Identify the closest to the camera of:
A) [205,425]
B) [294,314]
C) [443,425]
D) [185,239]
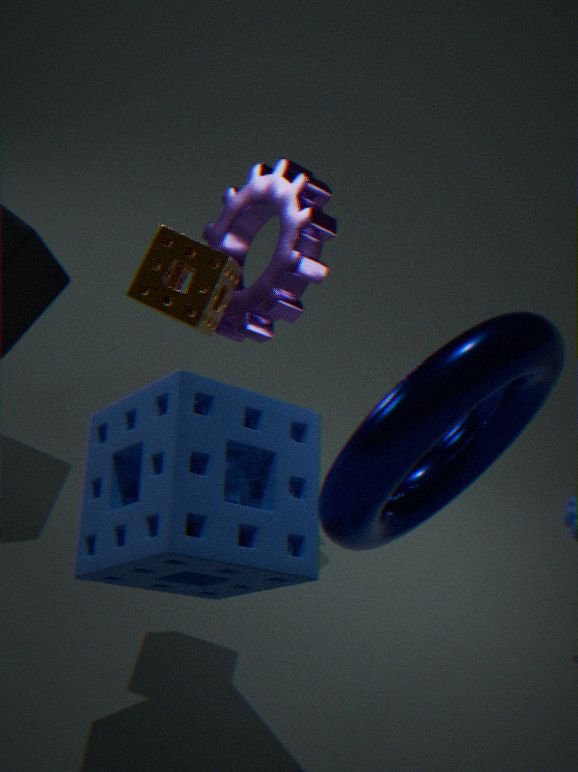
[443,425]
